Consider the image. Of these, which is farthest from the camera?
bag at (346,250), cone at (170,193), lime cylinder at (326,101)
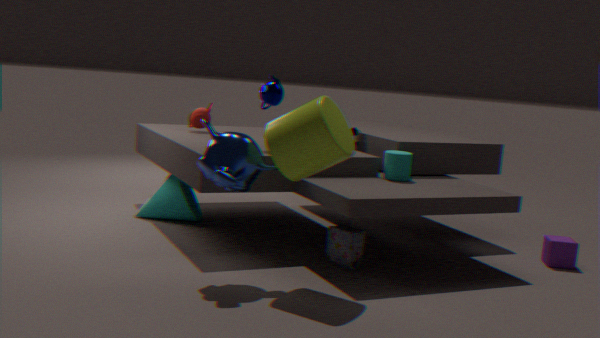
cone at (170,193)
